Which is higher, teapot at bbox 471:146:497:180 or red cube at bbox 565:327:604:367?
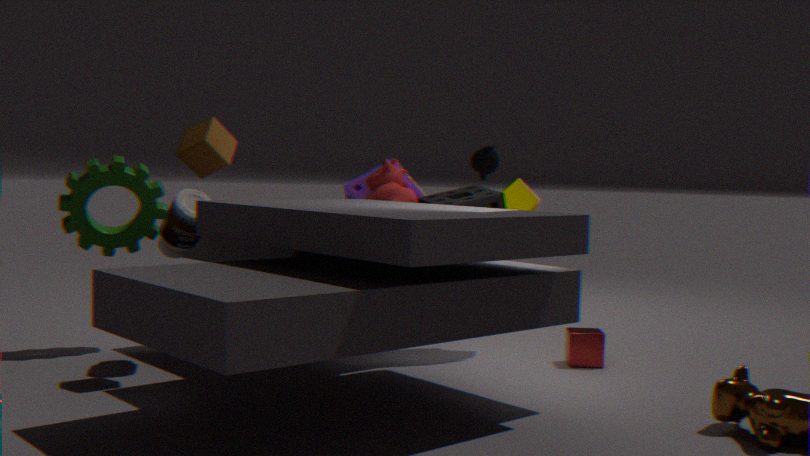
teapot at bbox 471:146:497:180
